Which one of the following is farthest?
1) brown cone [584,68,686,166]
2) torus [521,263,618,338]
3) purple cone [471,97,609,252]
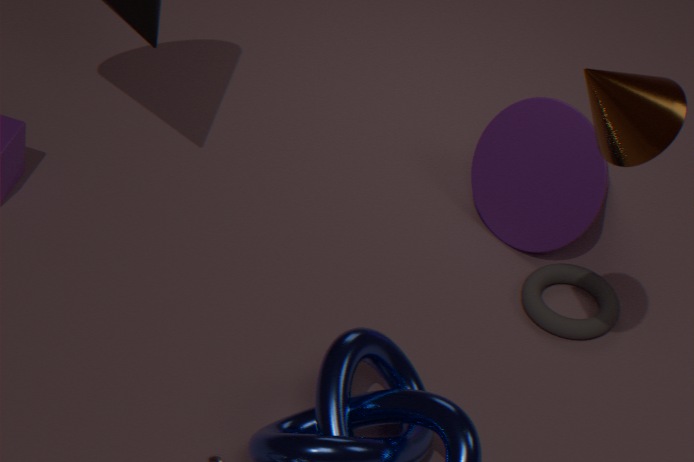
3. purple cone [471,97,609,252]
